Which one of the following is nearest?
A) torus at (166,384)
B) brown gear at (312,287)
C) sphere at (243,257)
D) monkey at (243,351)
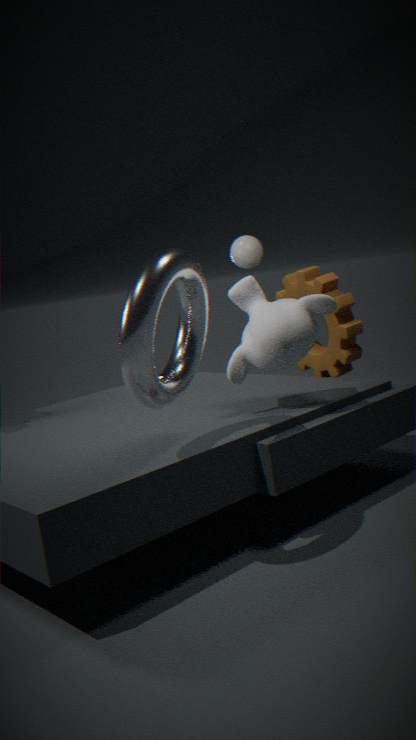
torus at (166,384)
